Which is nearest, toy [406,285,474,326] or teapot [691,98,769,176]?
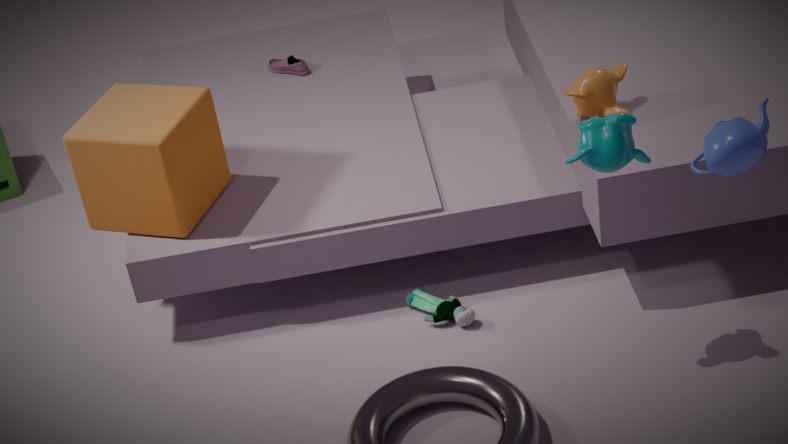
teapot [691,98,769,176]
